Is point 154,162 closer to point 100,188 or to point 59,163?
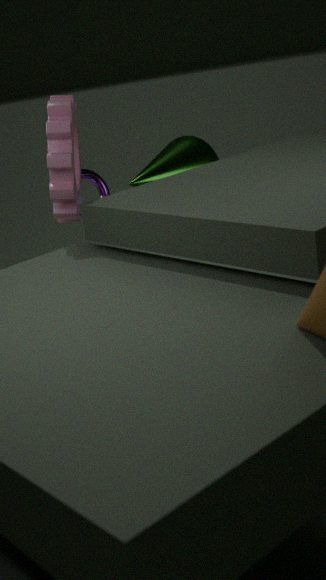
point 100,188
